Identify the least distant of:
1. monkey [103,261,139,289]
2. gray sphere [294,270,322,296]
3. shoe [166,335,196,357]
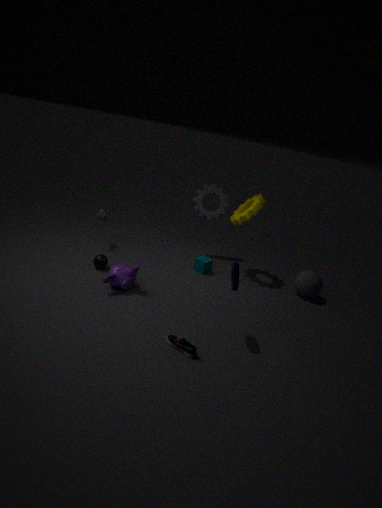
shoe [166,335,196,357]
